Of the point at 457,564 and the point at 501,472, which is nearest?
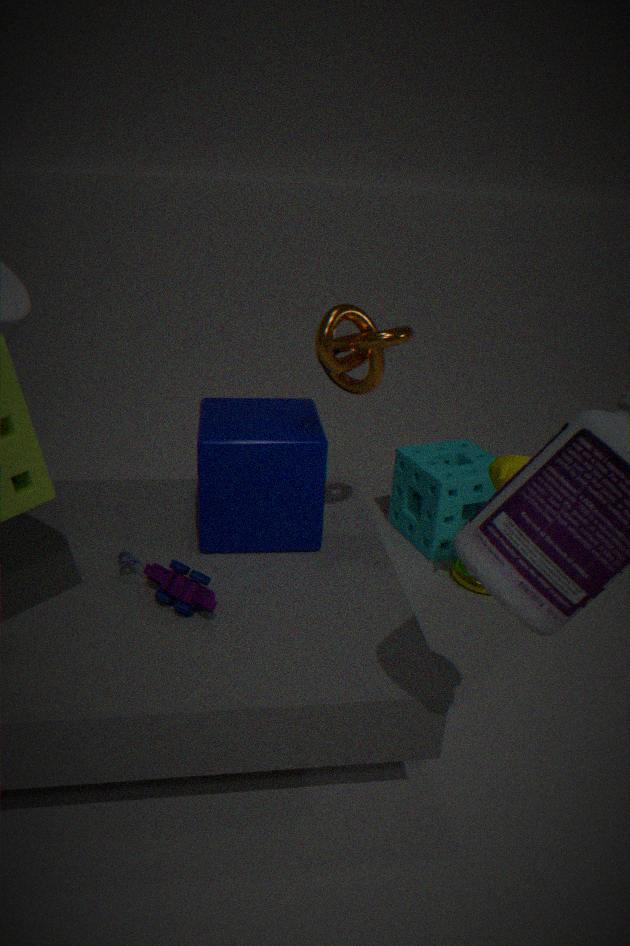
the point at 501,472
